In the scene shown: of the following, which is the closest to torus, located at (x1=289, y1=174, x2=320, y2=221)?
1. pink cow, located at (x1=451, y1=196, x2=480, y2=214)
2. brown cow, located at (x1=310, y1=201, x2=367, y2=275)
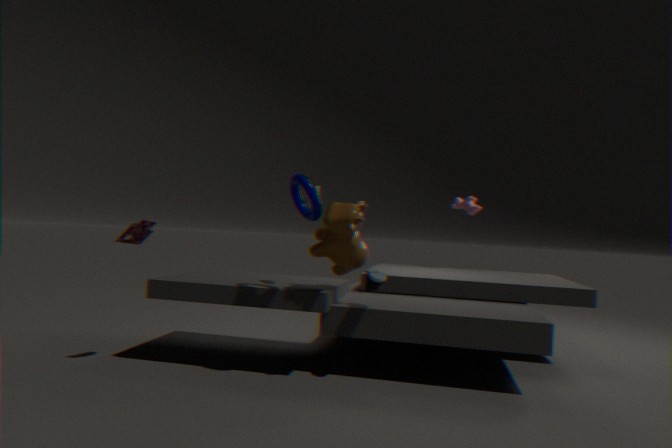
brown cow, located at (x1=310, y1=201, x2=367, y2=275)
